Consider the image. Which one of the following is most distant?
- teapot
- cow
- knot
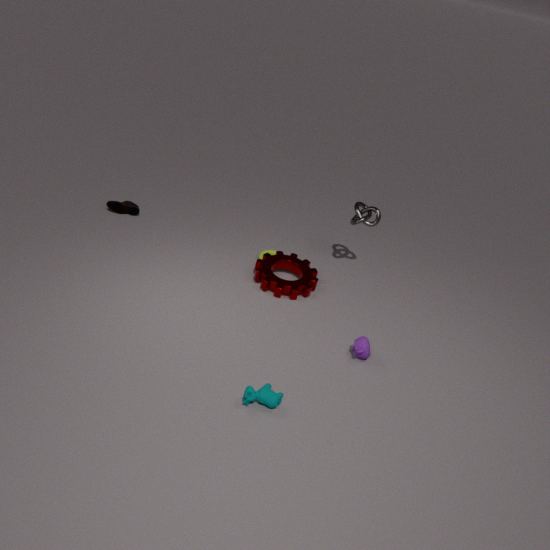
knot
